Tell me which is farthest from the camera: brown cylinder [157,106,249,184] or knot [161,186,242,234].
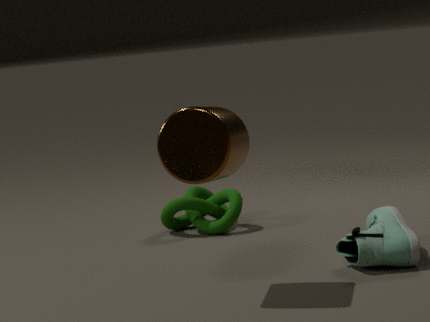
knot [161,186,242,234]
